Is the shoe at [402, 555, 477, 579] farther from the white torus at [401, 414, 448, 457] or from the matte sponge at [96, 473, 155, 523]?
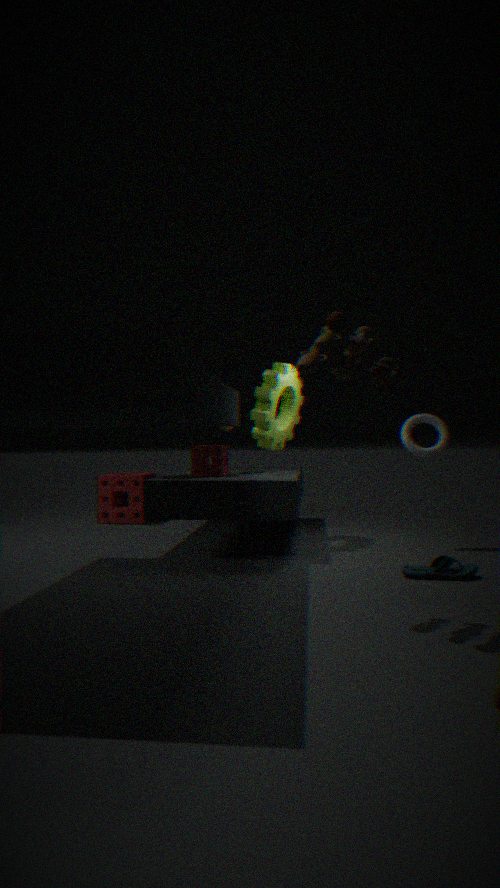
the matte sponge at [96, 473, 155, 523]
